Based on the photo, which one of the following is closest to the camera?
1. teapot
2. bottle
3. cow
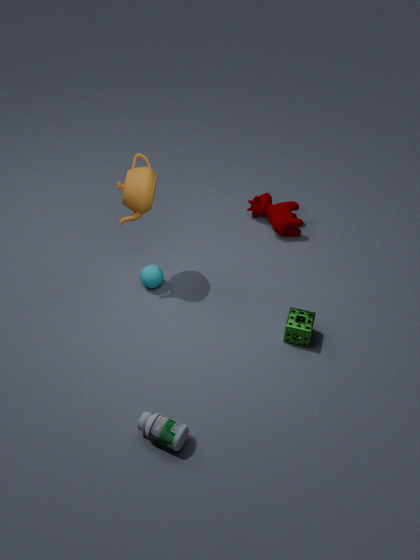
bottle
